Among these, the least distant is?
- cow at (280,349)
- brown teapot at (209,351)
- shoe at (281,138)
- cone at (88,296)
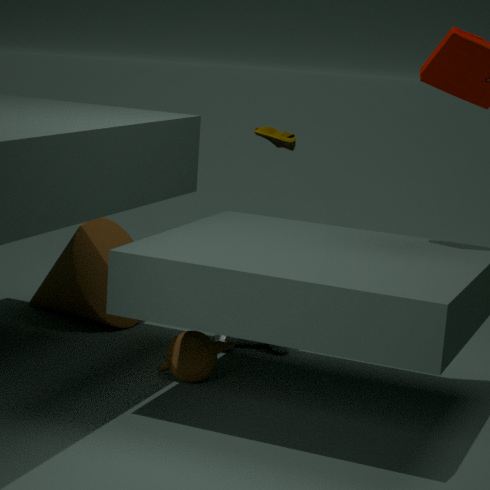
brown teapot at (209,351)
